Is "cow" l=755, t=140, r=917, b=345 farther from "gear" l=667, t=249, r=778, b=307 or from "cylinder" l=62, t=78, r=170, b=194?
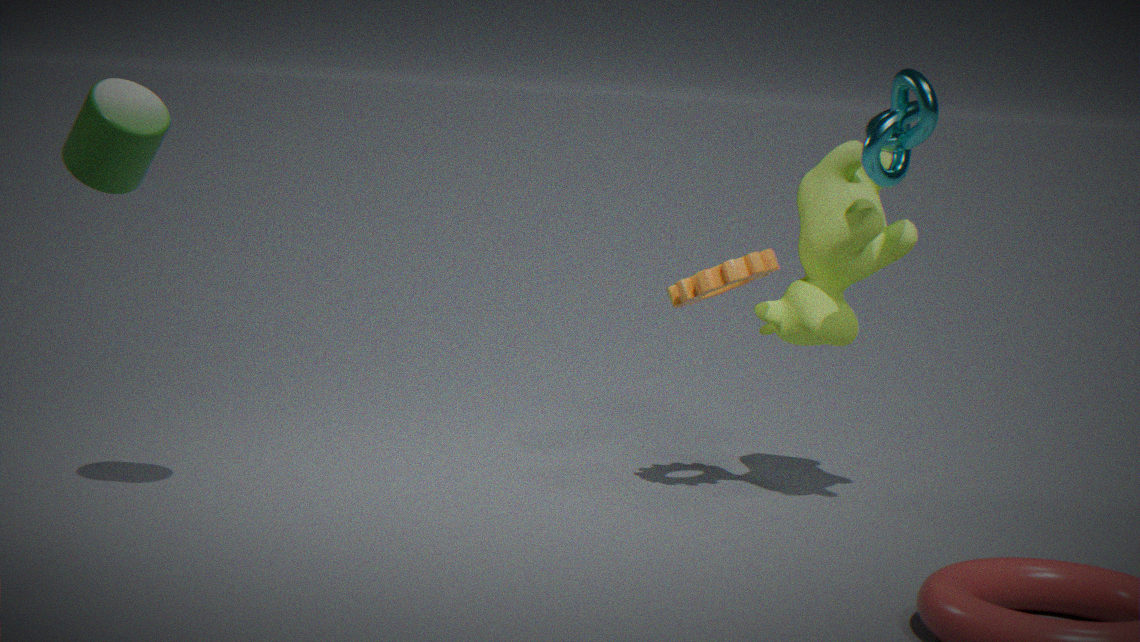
"cylinder" l=62, t=78, r=170, b=194
